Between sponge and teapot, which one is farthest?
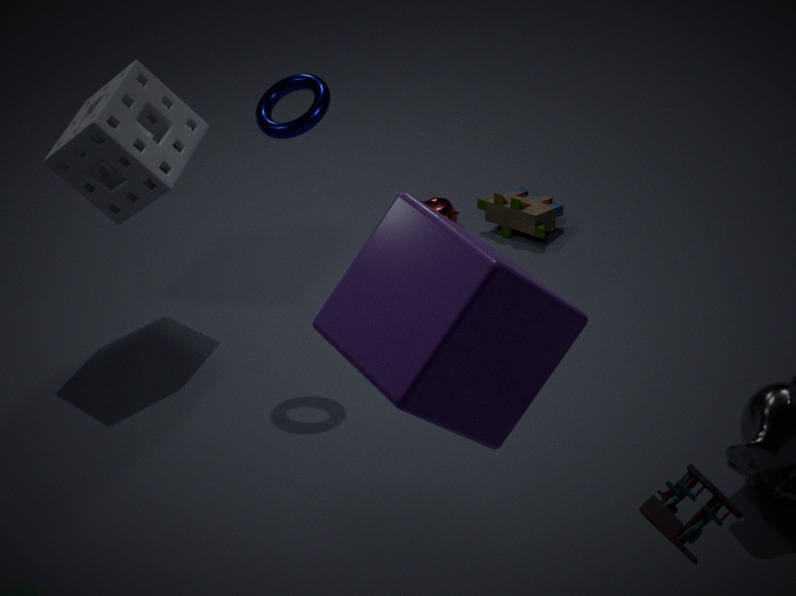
teapot
